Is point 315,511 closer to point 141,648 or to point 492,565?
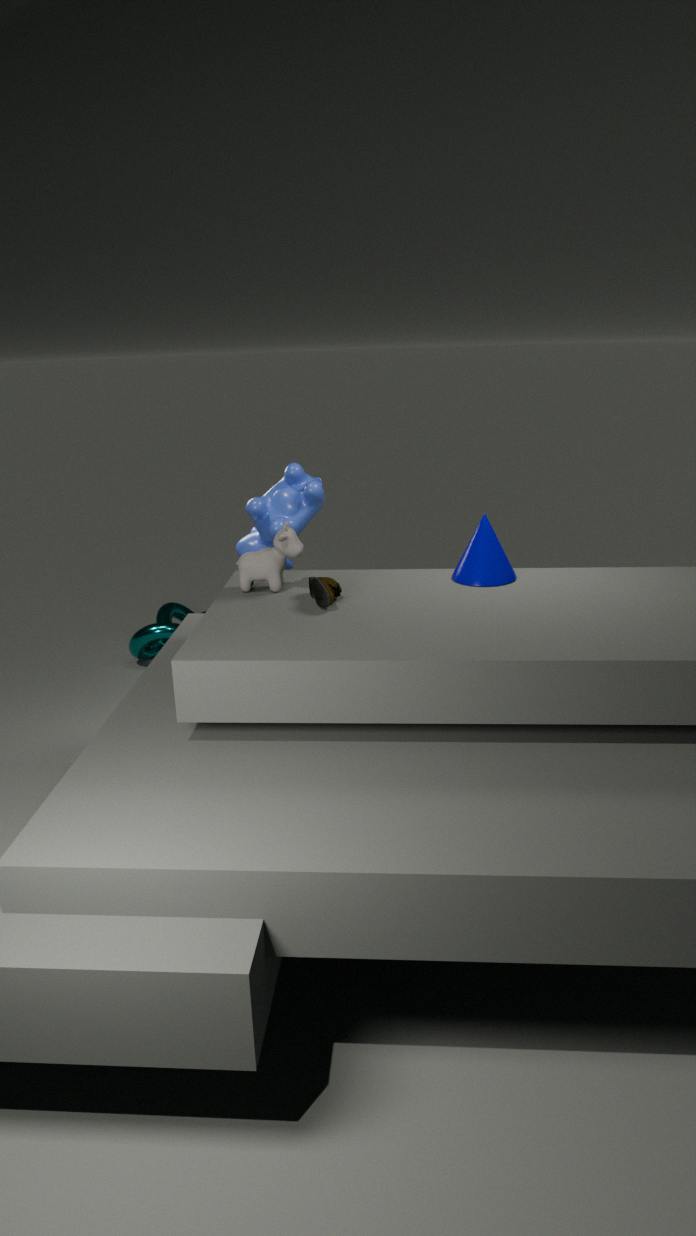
point 492,565
